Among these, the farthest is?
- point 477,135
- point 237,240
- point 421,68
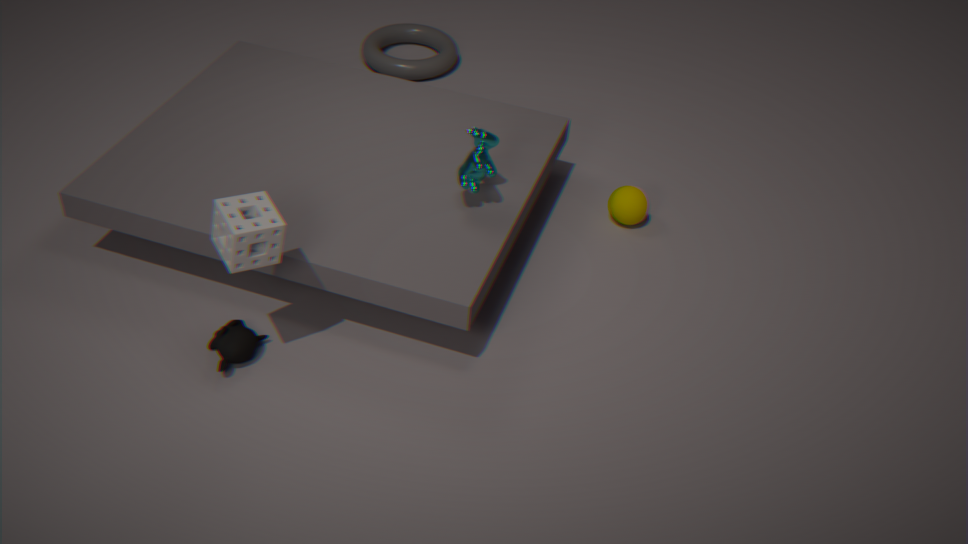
point 421,68
